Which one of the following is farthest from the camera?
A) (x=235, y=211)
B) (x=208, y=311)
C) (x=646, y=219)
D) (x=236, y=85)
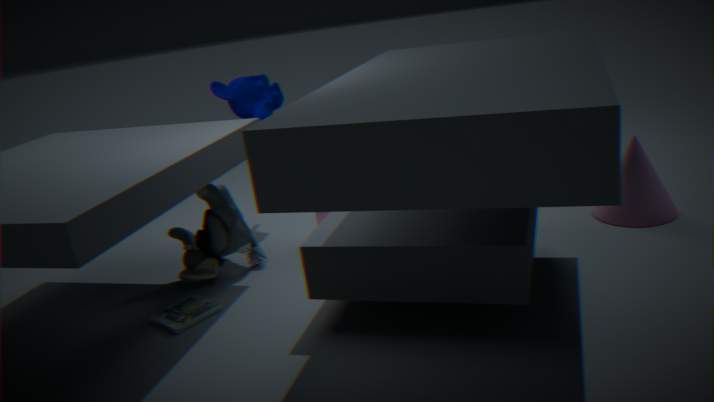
D. (x=236, y=85)
